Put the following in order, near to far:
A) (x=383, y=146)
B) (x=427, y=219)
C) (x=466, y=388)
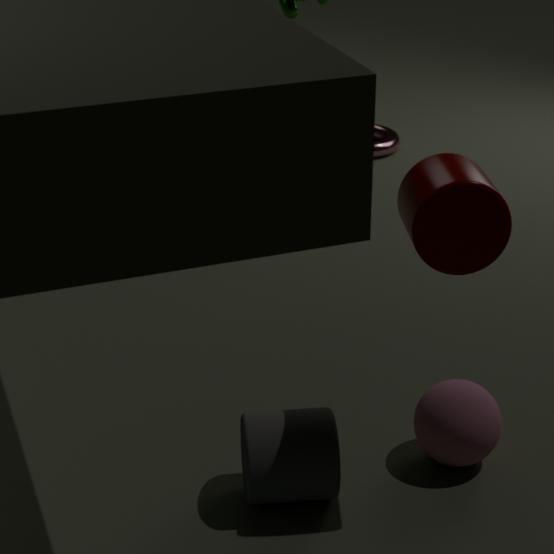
(x=427, y=219), (x=466, y=388), (x=383, y=146)
